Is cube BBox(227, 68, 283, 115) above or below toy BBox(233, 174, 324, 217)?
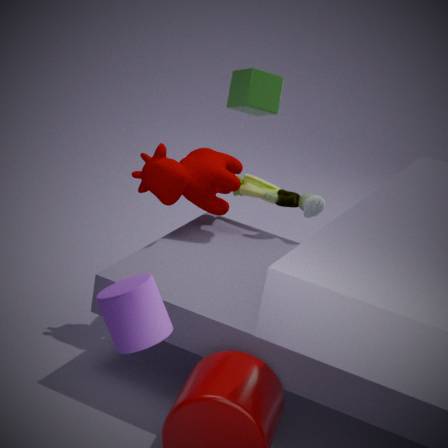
above
